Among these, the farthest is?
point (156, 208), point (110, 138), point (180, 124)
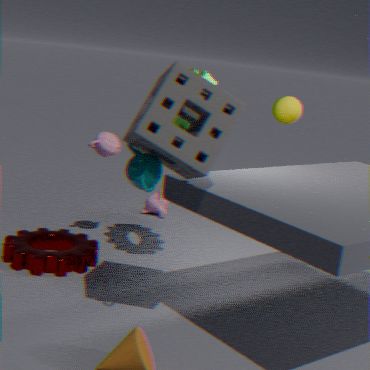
point (156, 208)
